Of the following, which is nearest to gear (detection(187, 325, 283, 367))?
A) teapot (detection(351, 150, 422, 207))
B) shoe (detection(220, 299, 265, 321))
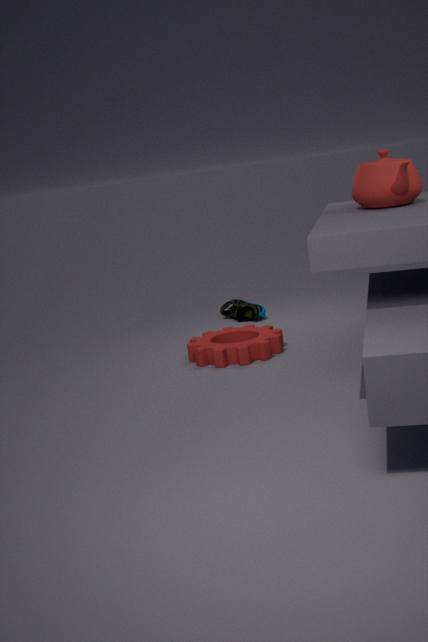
shoe (detection(220, 299, 265, 321))
